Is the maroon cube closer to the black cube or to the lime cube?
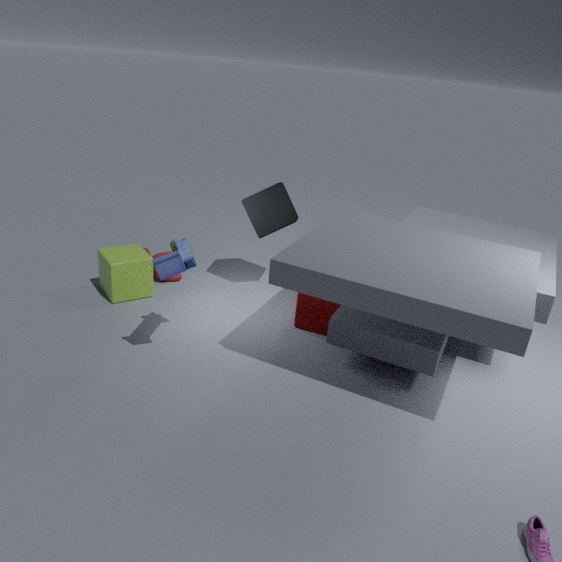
the black cube
